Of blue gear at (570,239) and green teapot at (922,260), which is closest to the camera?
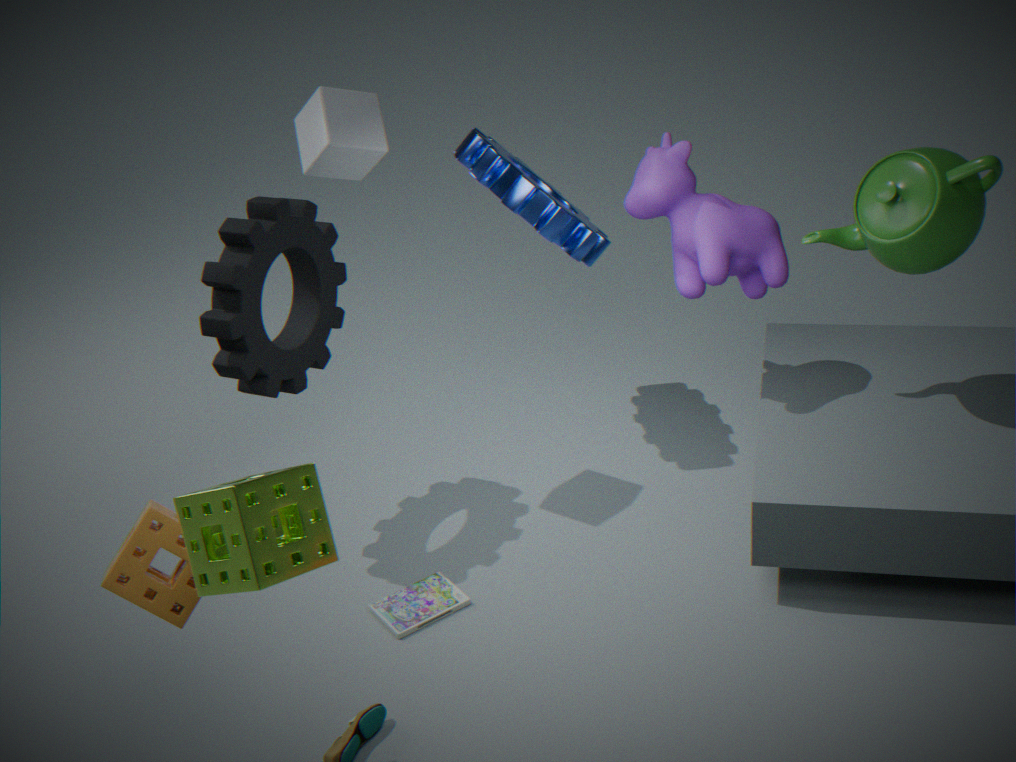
green teapot at (922,260)
